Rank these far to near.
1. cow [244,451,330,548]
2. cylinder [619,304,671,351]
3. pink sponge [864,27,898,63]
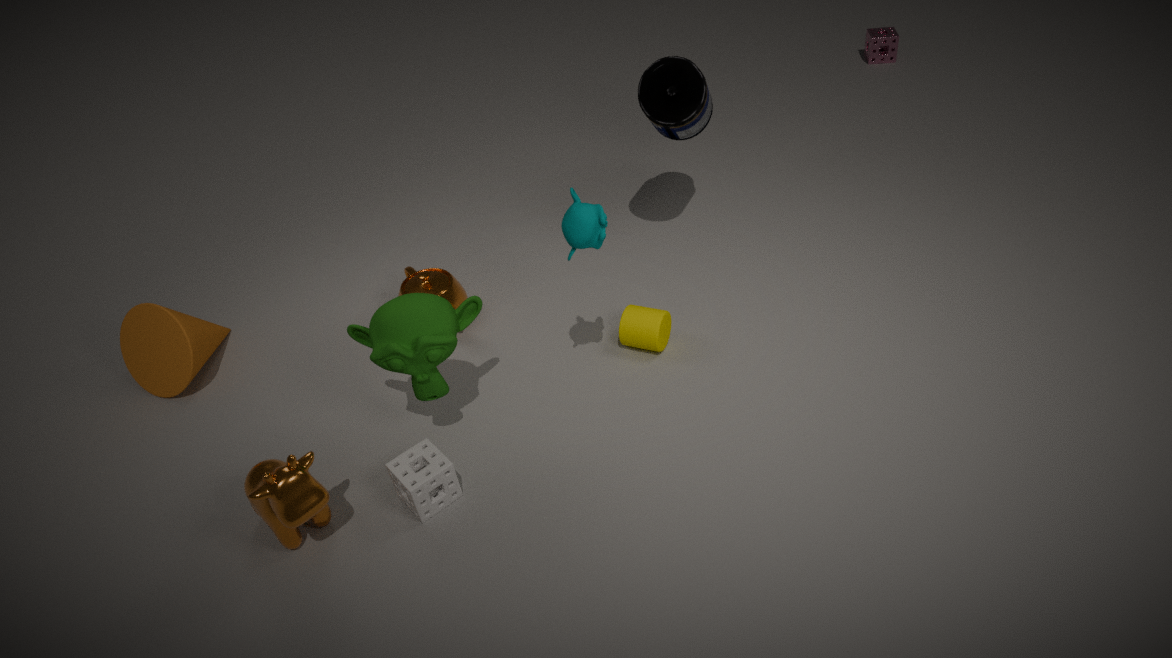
pink sponge [864,27,898,63] < cylinder [619,304,671,351] < cow [244,451,330,548]
